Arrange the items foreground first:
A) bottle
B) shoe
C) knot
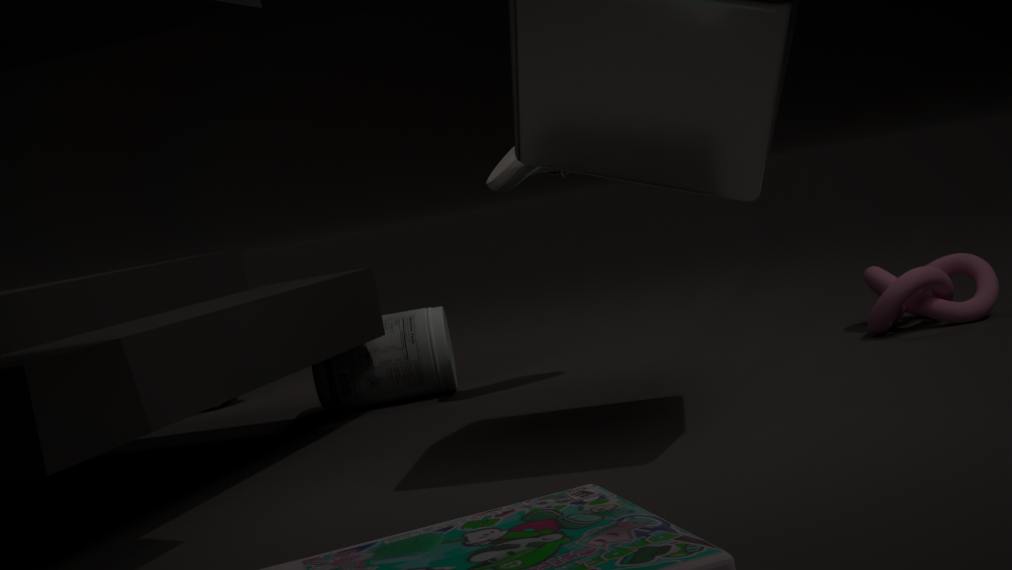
knot < shoe < bottle
